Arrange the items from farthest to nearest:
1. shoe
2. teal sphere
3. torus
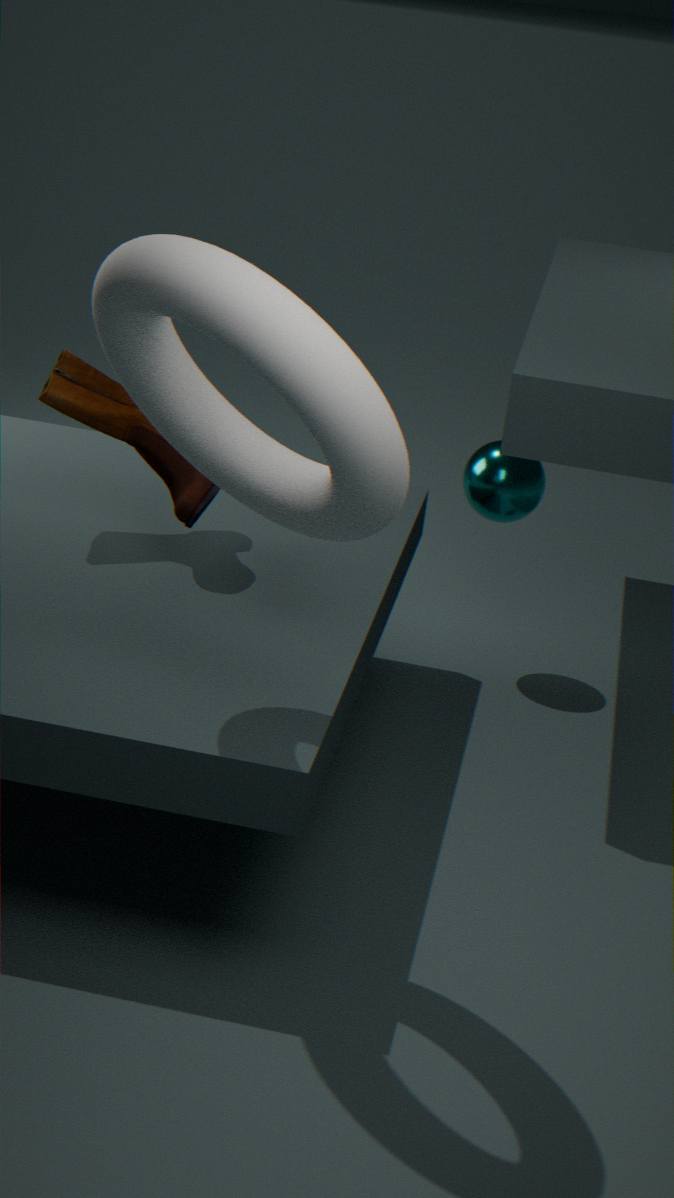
teal sphere → shoe → torus
